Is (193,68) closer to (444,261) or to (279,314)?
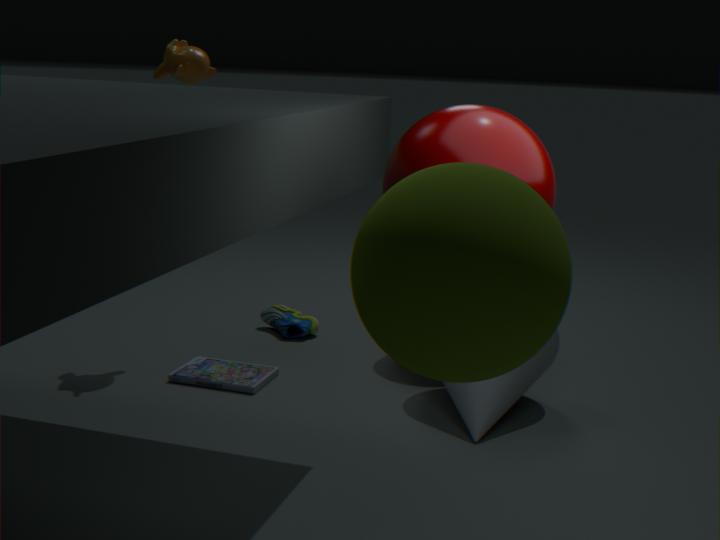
(279,314)
